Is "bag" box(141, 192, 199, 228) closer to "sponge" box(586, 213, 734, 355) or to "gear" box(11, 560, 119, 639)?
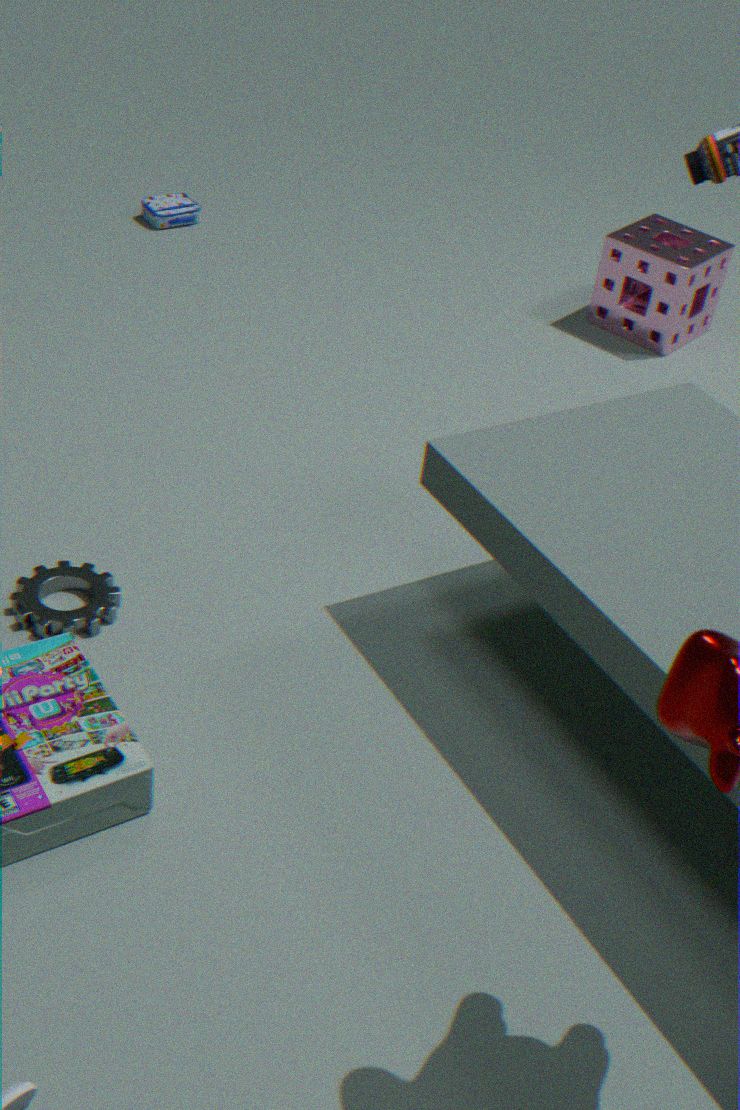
"sponge" box(586, 213, 734, 355)
